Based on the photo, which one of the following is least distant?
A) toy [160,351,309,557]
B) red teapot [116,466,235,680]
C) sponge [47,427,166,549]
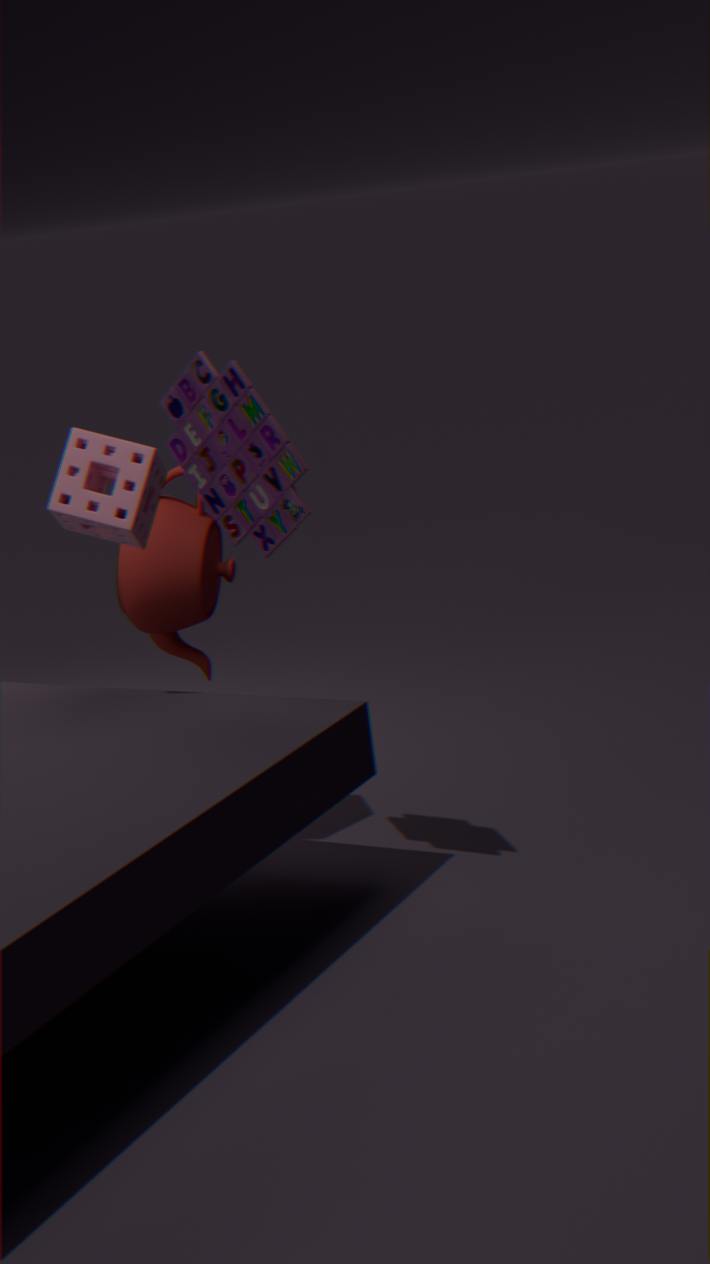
toy [160,351,309,557]
